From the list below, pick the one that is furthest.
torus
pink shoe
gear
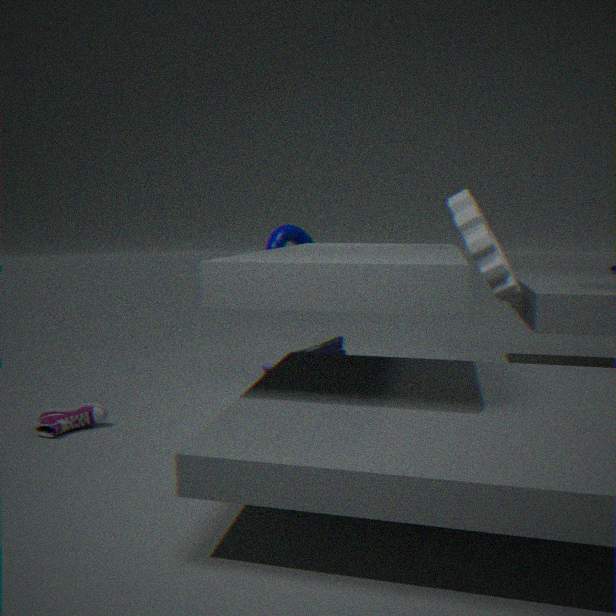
torus
